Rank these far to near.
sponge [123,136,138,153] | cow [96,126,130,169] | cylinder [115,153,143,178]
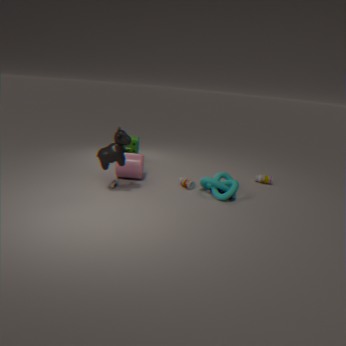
sponge [123,136,138,153] < cylinder [115,153,143,178] < cow [96,126,130,169]
